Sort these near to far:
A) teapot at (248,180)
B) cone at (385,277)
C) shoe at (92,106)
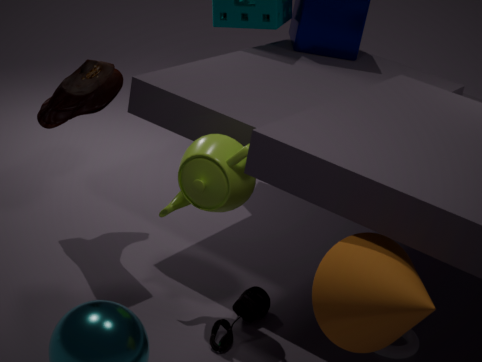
cone at (385,277)
teapot at (248,180)
shoe at (92,106)
